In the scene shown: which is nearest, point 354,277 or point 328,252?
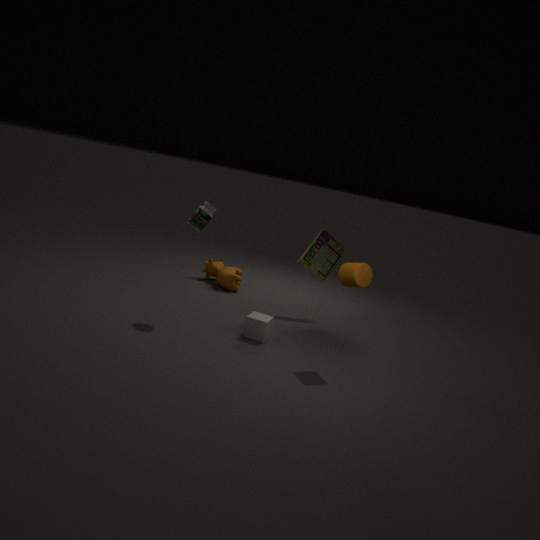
point 354,277
